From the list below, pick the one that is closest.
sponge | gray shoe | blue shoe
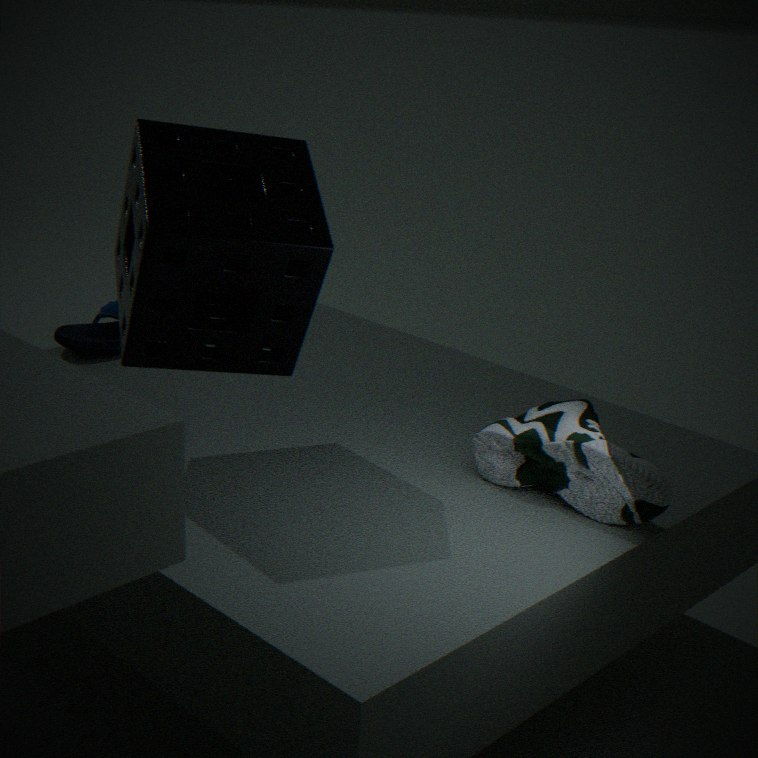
sponge
